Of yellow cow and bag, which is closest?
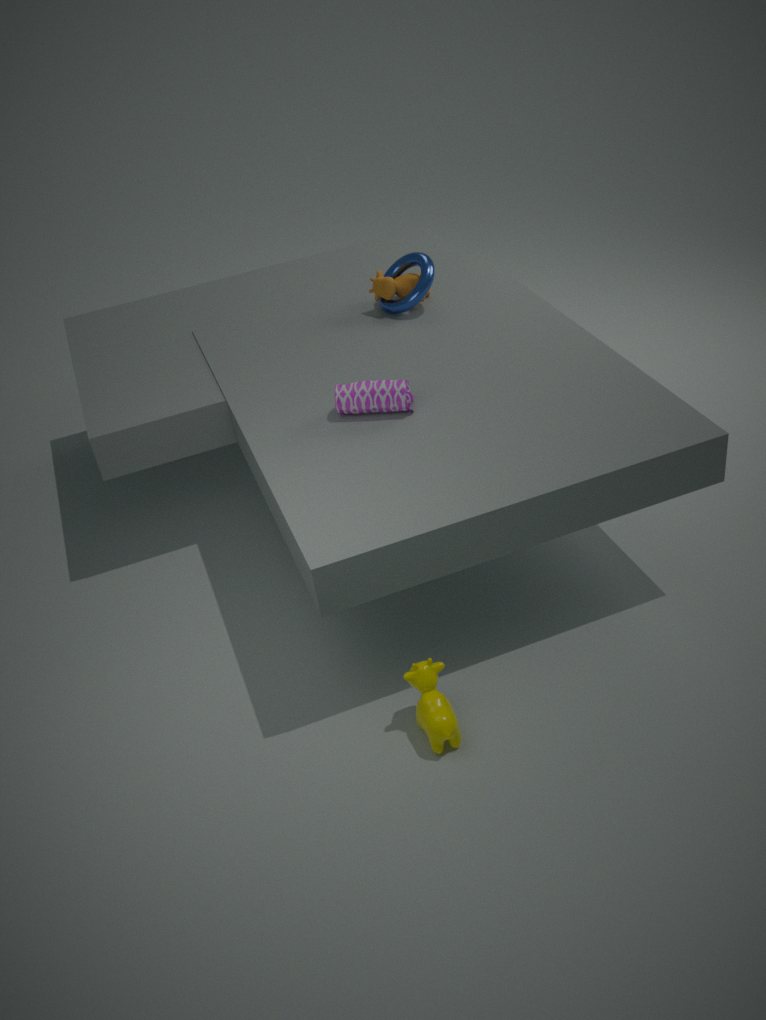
yellow cow
